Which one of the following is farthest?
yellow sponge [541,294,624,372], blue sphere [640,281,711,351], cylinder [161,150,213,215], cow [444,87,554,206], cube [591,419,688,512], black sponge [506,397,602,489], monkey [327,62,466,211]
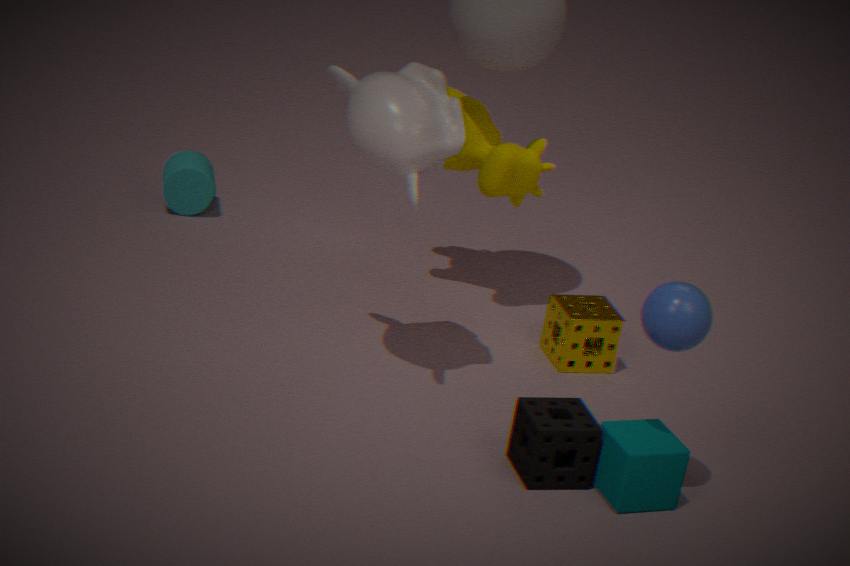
cylinder [161,150,213,215]
